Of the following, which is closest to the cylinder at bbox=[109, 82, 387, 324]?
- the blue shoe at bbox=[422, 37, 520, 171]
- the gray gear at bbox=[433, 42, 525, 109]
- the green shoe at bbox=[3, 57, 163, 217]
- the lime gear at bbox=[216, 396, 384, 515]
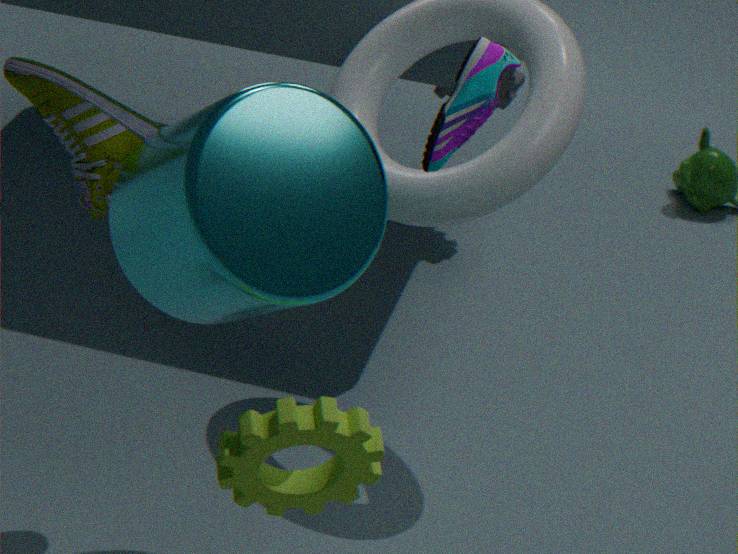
the green shoe at bbox=[3, 57, 163, 217]
